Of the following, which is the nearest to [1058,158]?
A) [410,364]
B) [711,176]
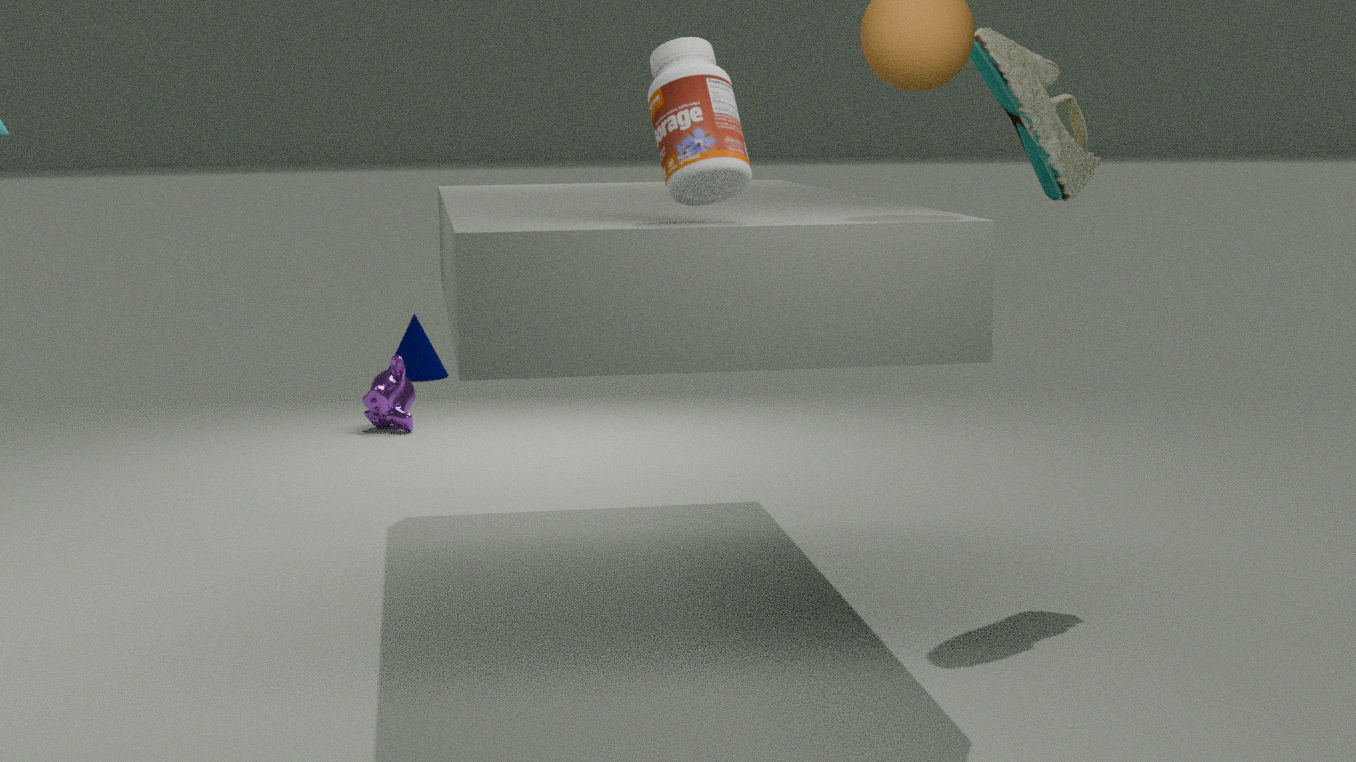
[711,176]
